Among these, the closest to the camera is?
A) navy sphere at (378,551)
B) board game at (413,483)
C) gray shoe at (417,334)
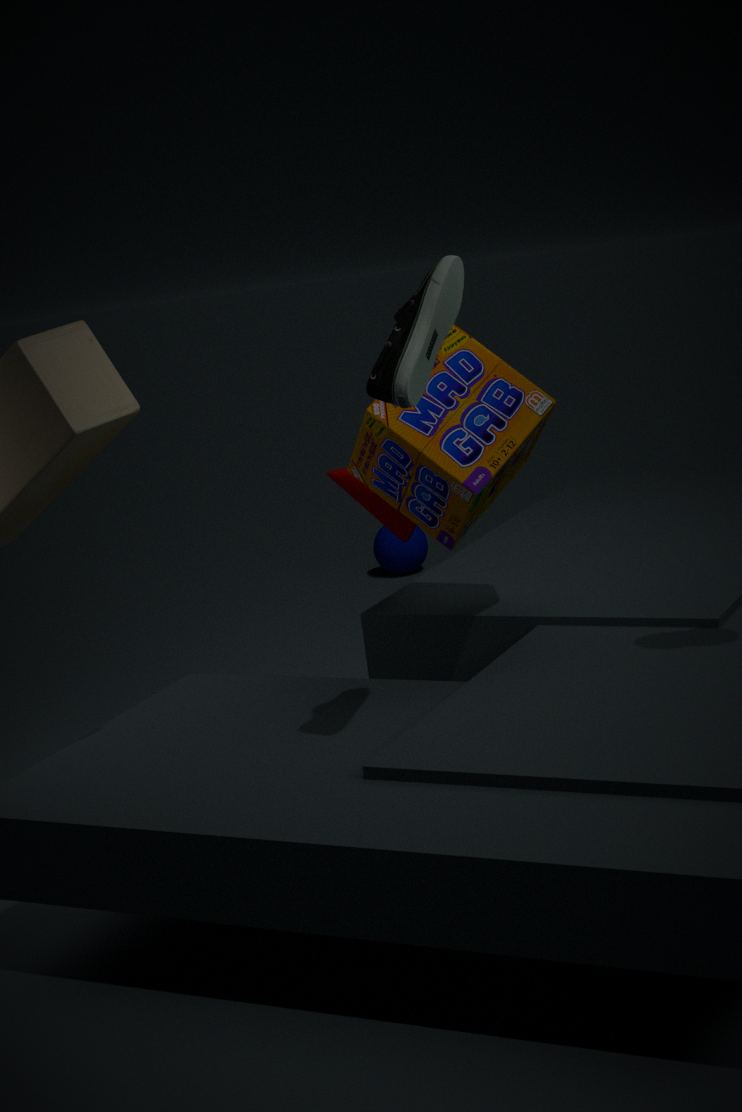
gray shoe at (417,334)
